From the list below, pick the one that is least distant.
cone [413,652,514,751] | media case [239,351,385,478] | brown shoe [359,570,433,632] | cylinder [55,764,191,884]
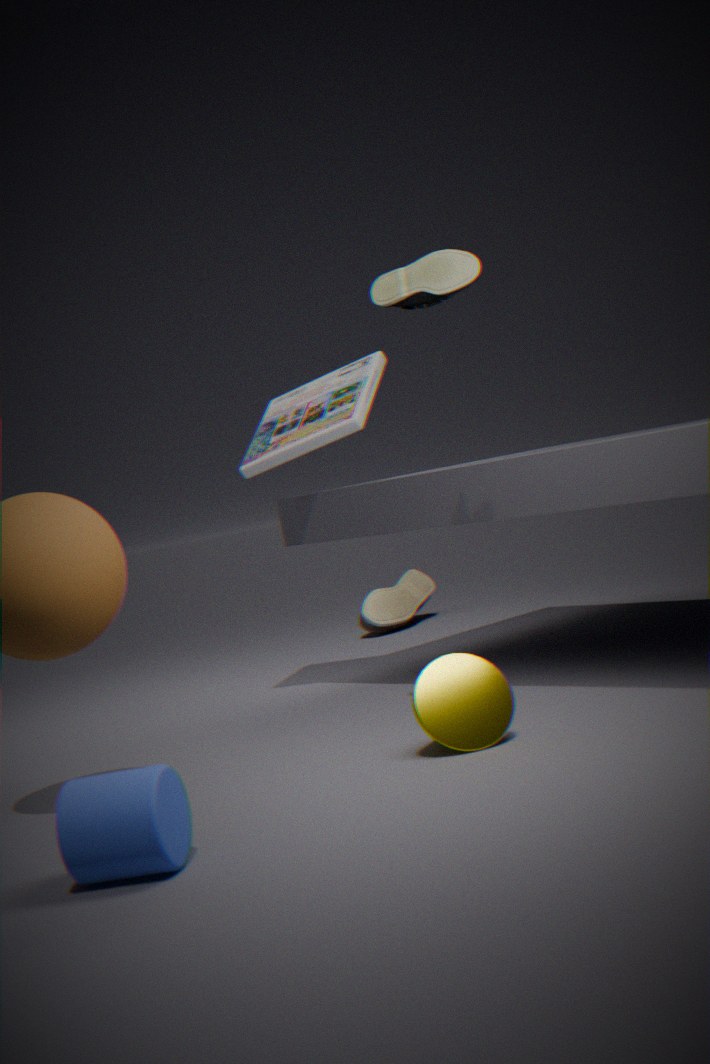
cylinder [55,764,191,884]
